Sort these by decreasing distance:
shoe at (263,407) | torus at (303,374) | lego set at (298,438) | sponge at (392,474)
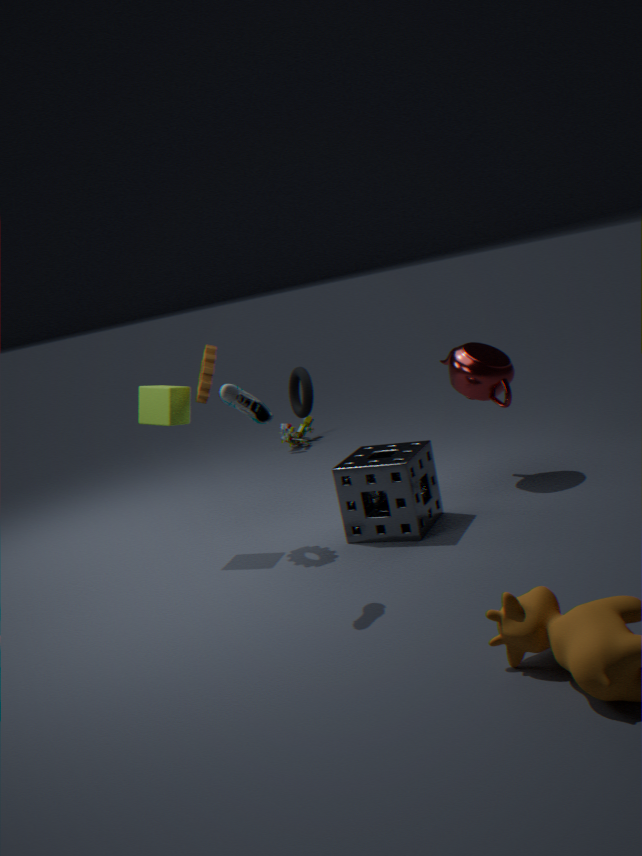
1. lego set at (298,438)
2. torus at (303,374)
3. sponge at (392,474)
4. shoe at (263,407)
